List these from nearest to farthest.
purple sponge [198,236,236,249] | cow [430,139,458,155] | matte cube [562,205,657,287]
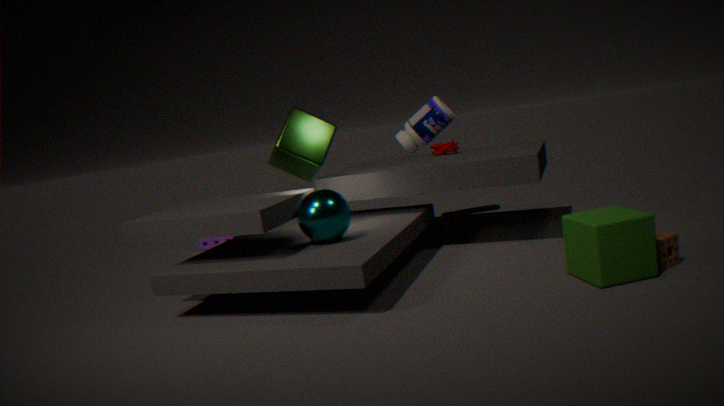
matte cube [562,205,657,287] < cow [430,139,458,155] < purple sponge [198,236,236,249]
